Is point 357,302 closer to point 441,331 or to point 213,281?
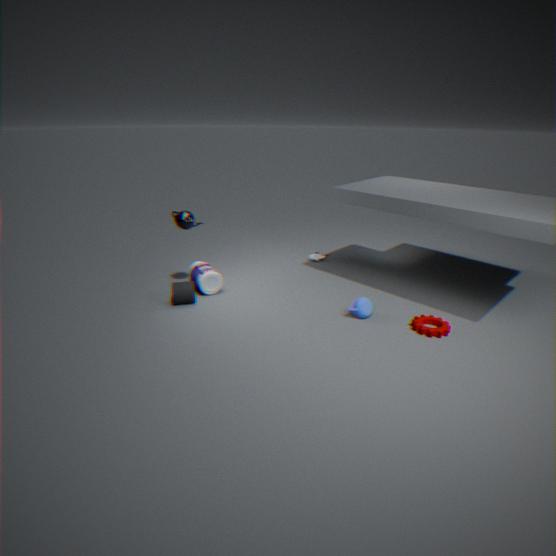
point 441,331
